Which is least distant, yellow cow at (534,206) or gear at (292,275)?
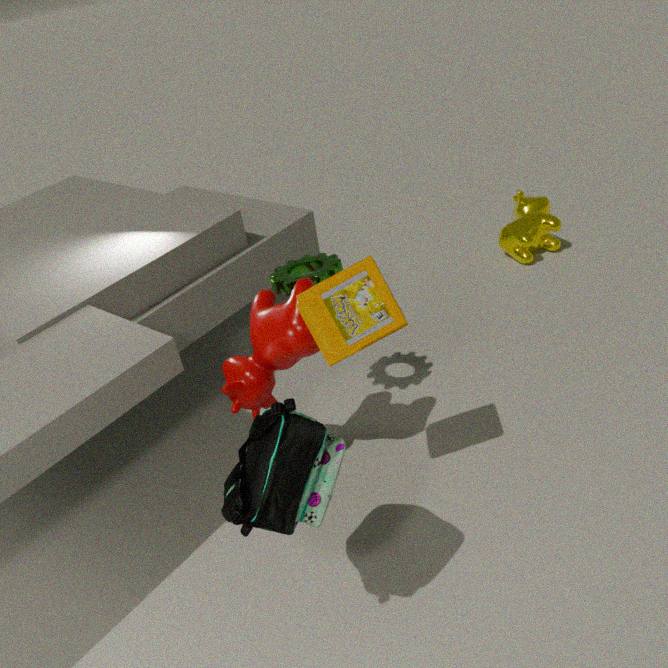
gear at (292,275)
